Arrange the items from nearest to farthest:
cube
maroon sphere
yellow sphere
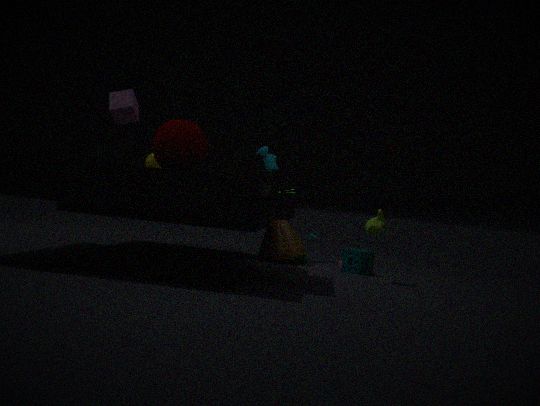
maroon sphere → cube → yellow sphere
